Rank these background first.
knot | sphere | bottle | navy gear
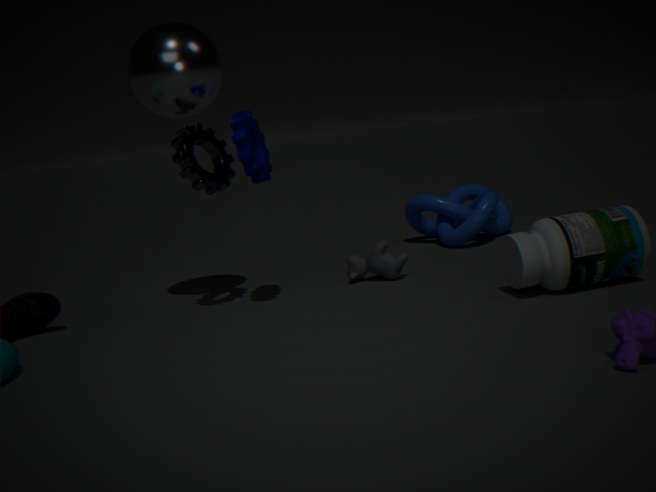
knot, sphere, navy gear, bottle
